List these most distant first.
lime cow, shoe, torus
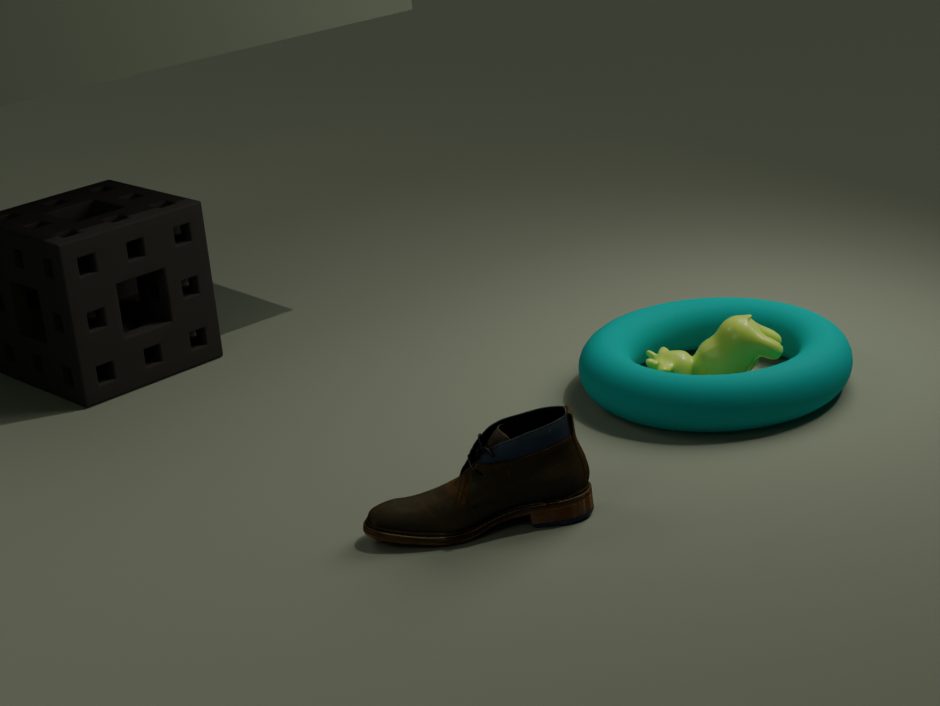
1. lime cow
2. torus
3. shoe
